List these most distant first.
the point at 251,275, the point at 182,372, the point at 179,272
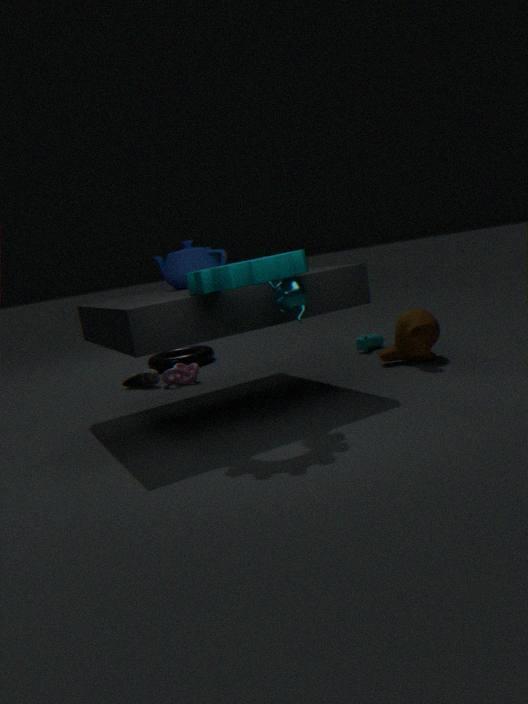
the point at 182,372
the point at 179,272
the point at 251,275
